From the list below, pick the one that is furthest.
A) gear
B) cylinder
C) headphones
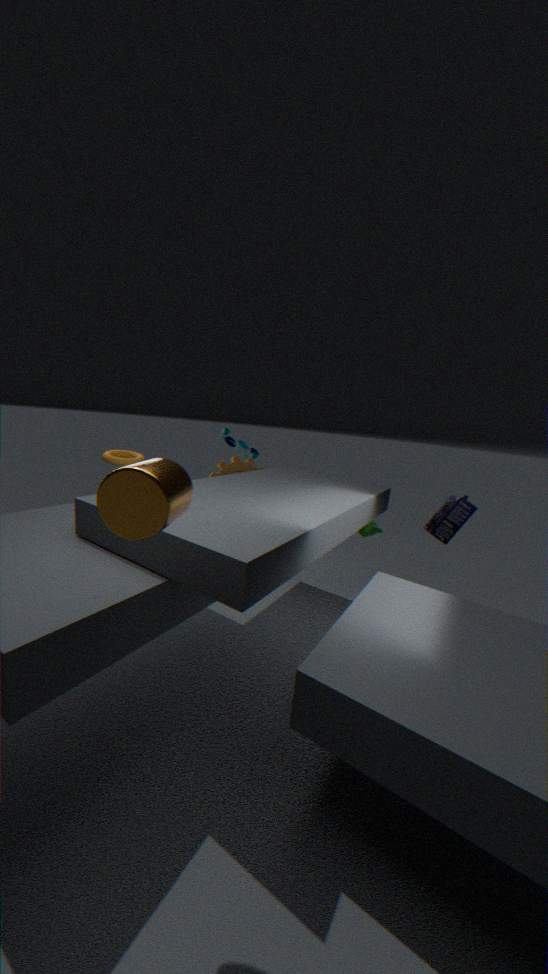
gear
